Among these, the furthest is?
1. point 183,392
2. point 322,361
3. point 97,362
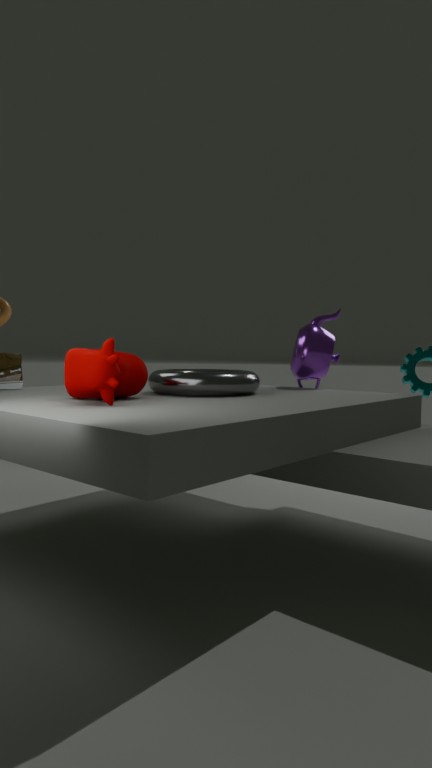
point 322,361
